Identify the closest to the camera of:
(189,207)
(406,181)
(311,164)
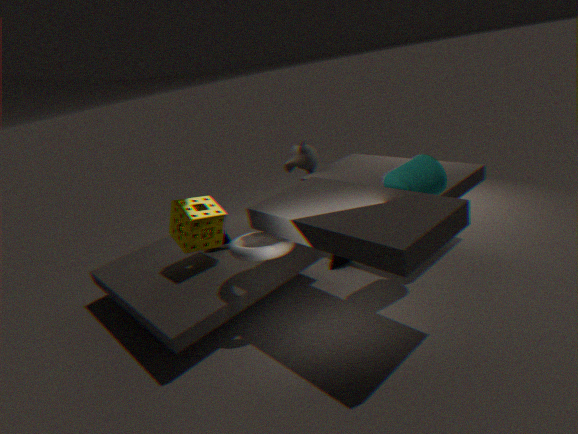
(406,181)
